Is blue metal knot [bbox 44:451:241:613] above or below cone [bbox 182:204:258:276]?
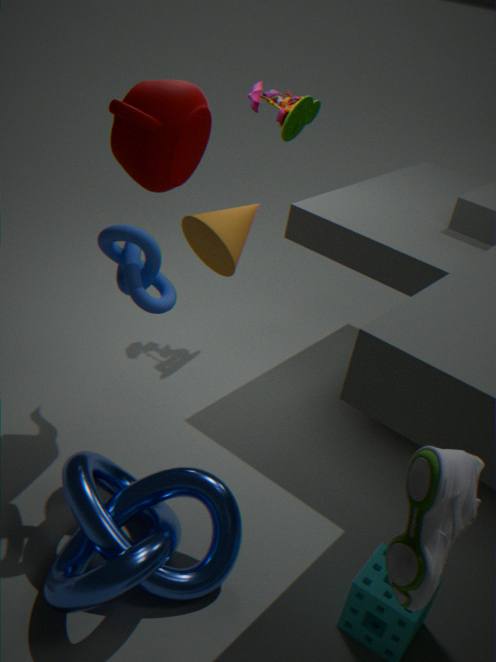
below
